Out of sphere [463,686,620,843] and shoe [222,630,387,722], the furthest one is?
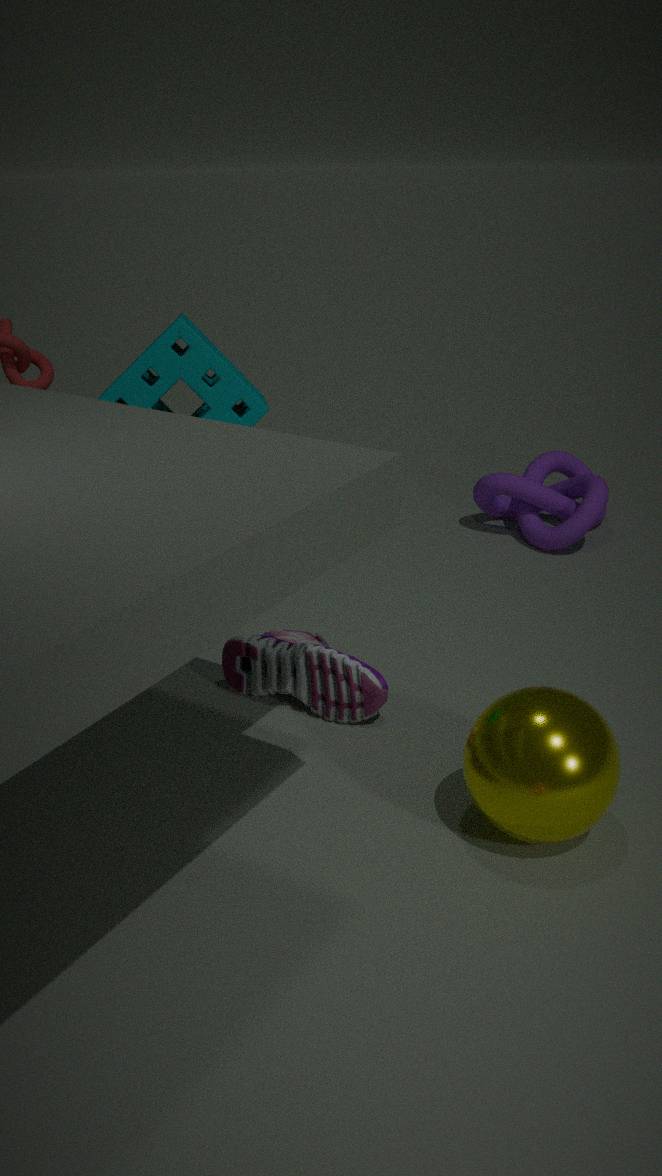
shoe [222,630,387,722]
